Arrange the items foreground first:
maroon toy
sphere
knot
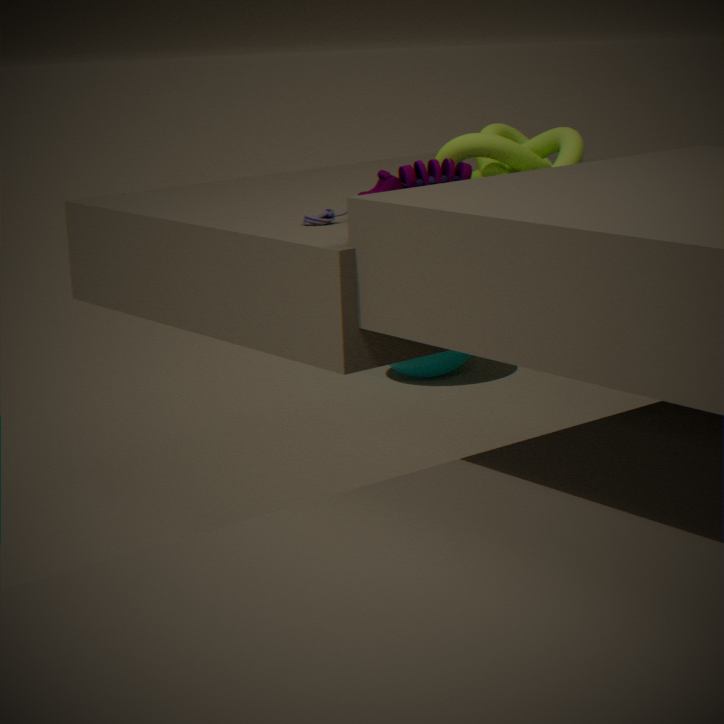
maroon toy < knot < sphere
